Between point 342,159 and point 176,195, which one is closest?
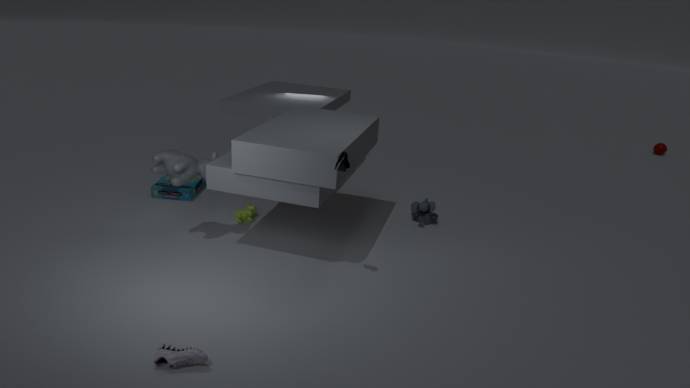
point 342,159
